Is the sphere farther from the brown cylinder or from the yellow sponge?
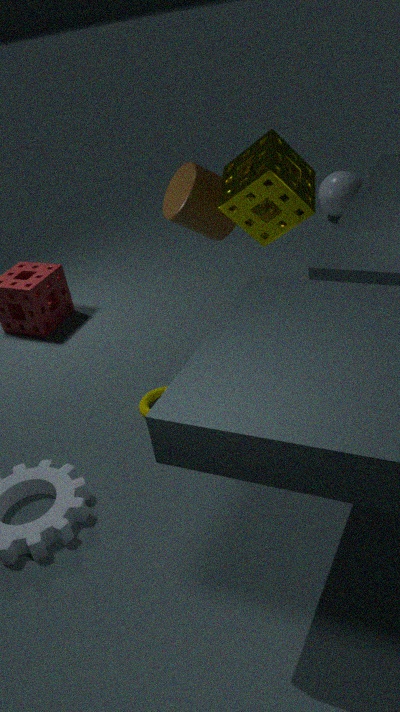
the yellow sponge
